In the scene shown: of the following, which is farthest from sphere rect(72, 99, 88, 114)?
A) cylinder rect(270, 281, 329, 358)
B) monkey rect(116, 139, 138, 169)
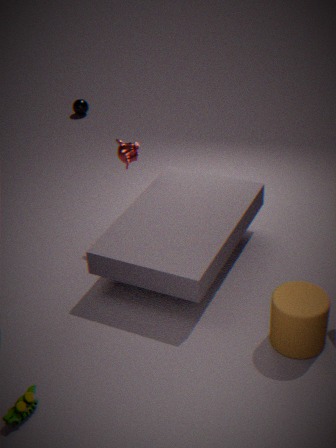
cylinder rect(270, 281, 329, 358)
